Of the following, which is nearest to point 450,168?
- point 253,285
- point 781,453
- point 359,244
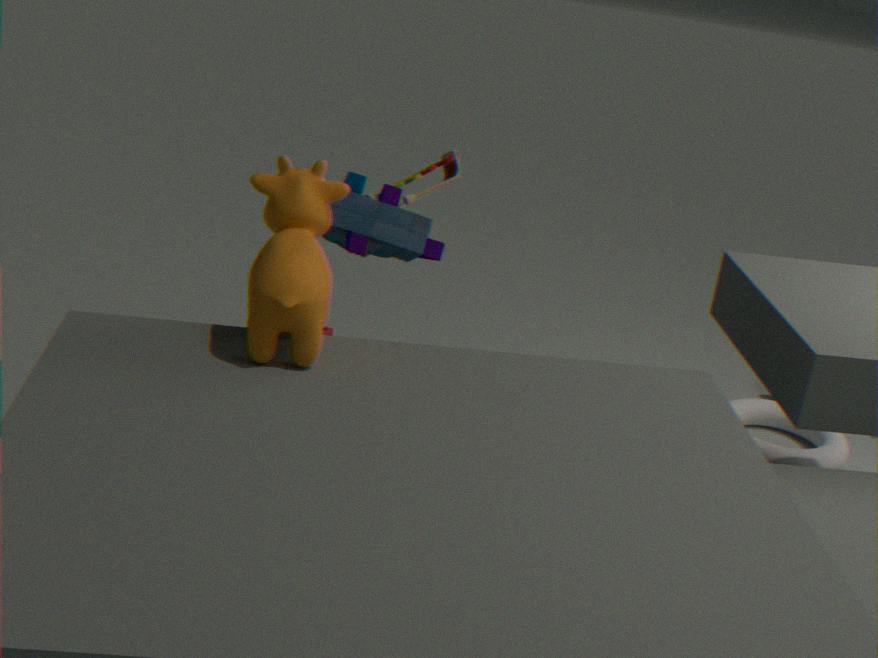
point 359,244
